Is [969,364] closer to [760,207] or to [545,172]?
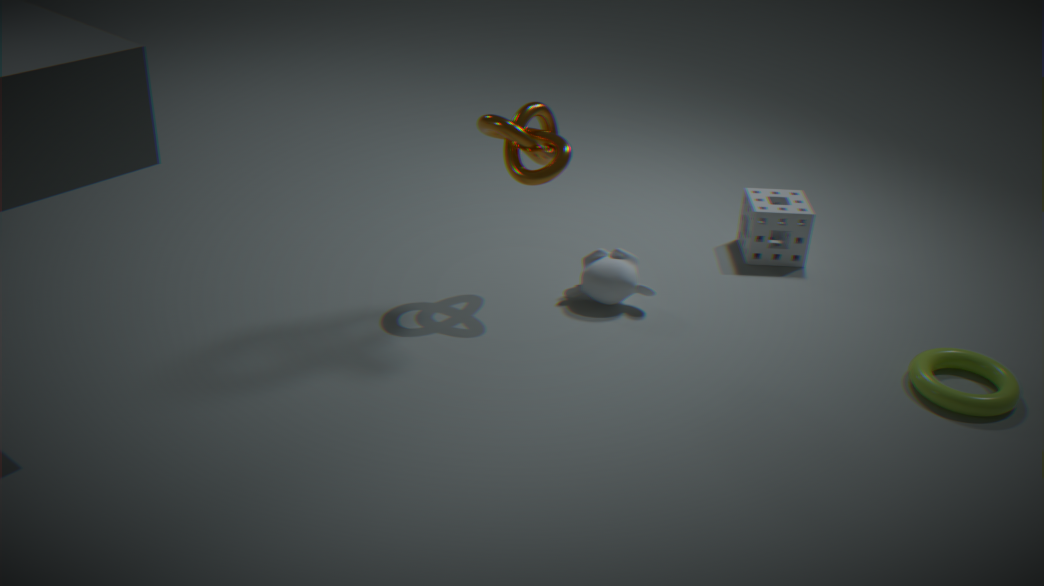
[760,207]
